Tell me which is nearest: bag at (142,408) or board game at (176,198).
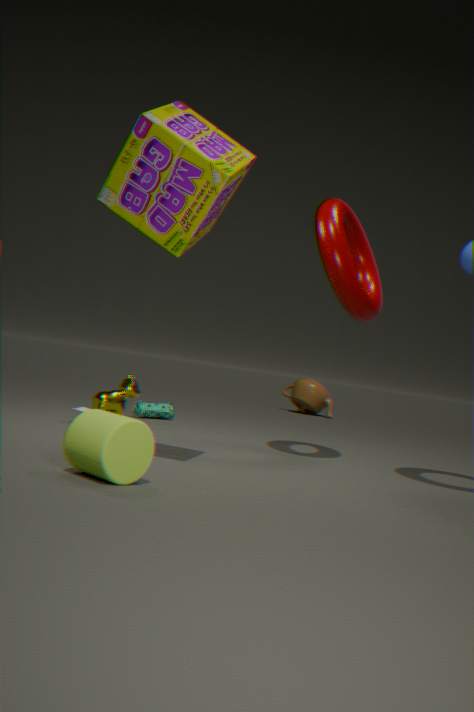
board game at (176,198)
